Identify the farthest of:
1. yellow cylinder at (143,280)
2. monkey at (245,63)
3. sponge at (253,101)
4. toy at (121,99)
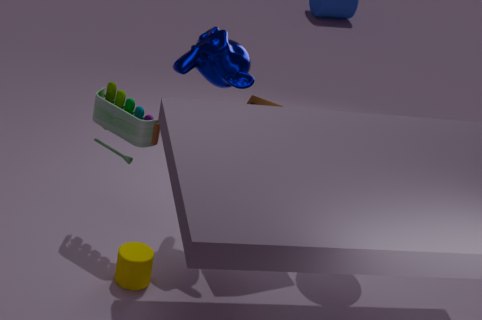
sponge at (253,101)
